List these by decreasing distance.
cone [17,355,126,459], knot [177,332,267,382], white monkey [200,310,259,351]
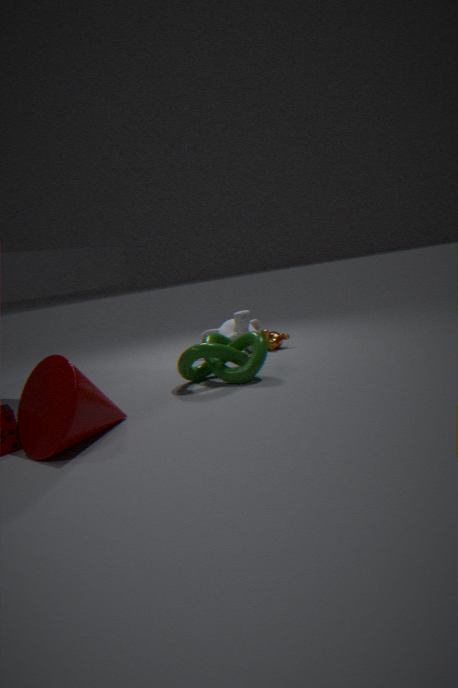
white monkey [200,310,259,351] → knot [177,332,267,382] → cone [17,355,126,459]
